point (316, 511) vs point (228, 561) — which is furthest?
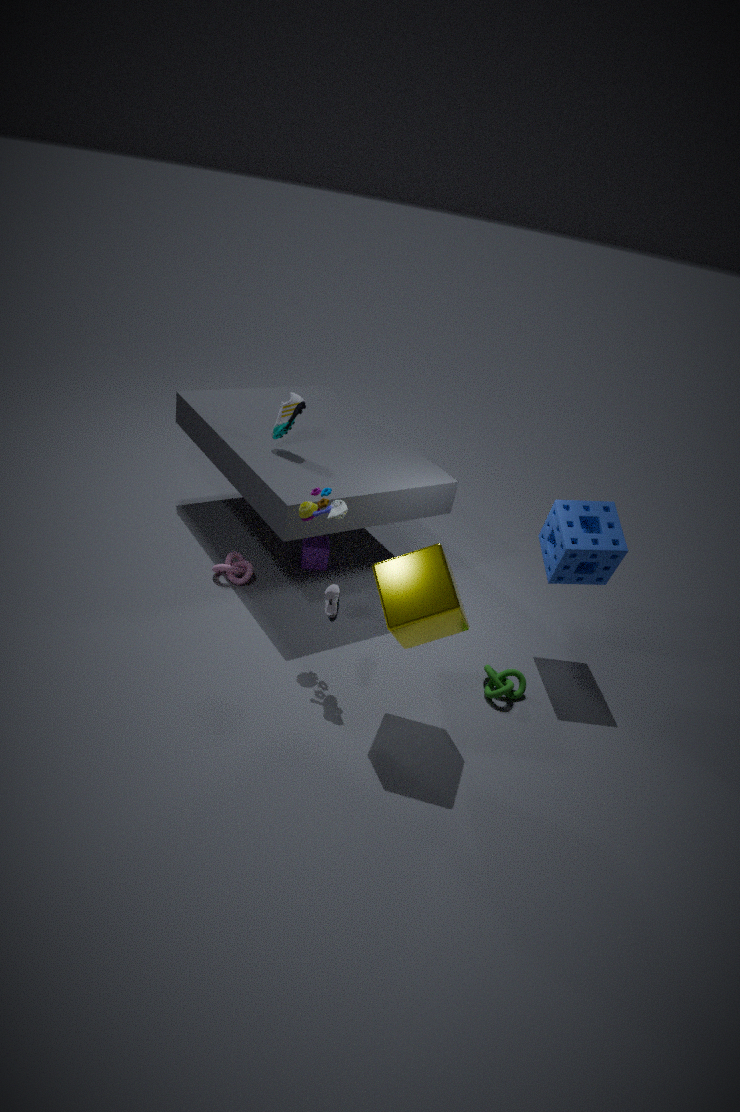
point (228, 561)
